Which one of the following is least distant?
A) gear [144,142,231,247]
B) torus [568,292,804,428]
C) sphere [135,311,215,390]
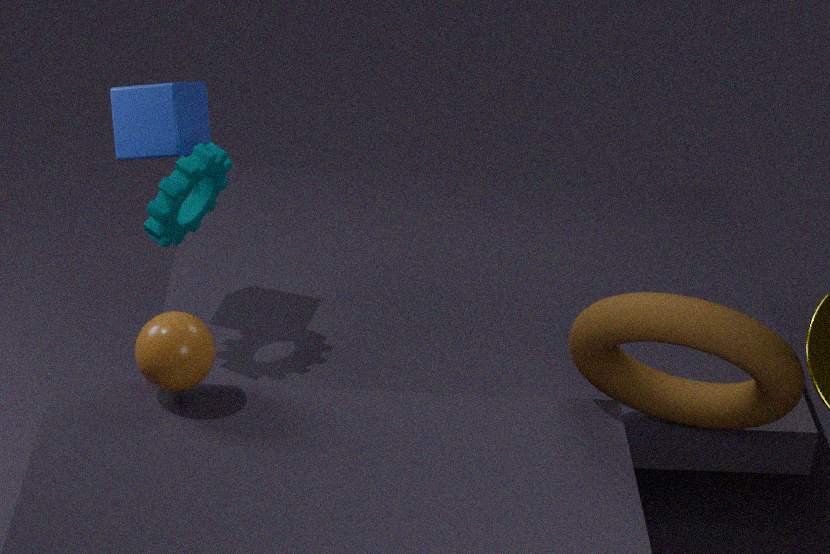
torus [568,292,804,428]
